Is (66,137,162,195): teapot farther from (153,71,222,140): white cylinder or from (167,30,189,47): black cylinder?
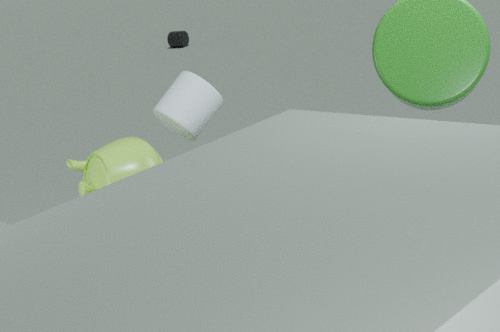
(167,30,189,47): black cylinder
